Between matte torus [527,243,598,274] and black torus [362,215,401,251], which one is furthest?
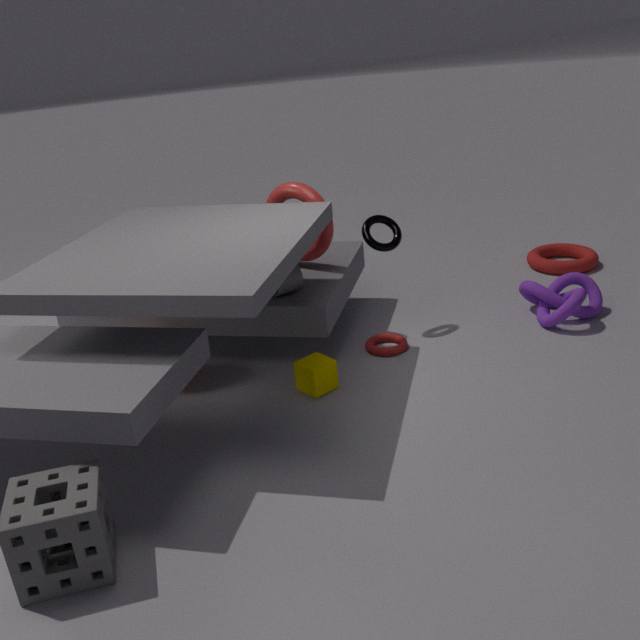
matte torus [527,243,598,274]
